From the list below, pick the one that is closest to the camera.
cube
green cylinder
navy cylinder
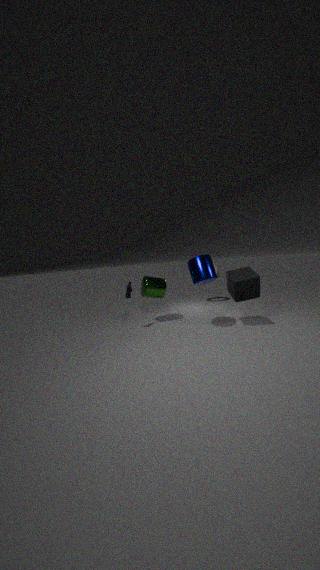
cube
